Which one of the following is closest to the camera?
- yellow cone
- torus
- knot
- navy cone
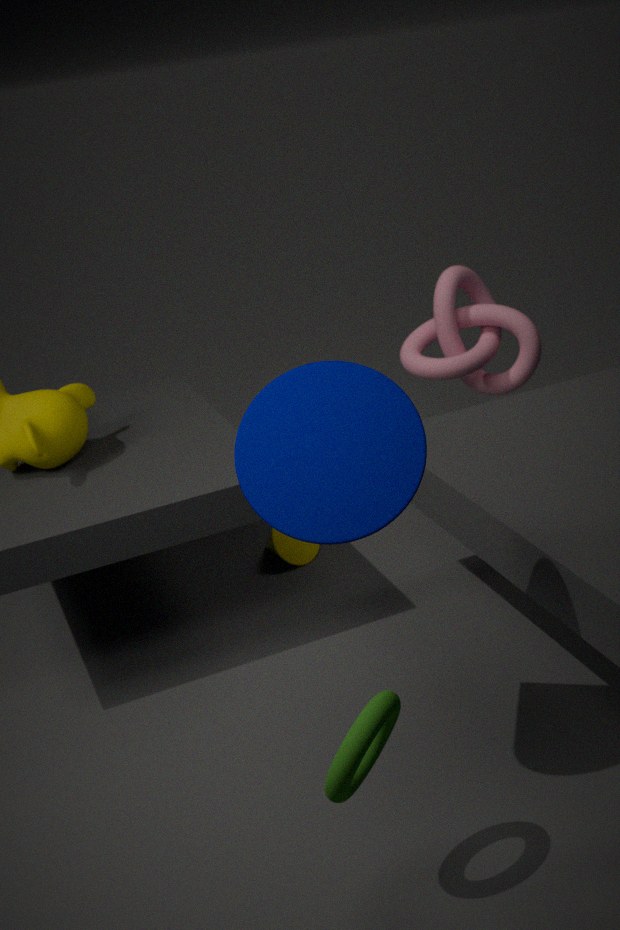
torus
